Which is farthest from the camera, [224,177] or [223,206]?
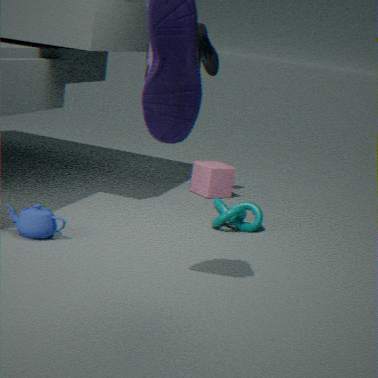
[224,177]
